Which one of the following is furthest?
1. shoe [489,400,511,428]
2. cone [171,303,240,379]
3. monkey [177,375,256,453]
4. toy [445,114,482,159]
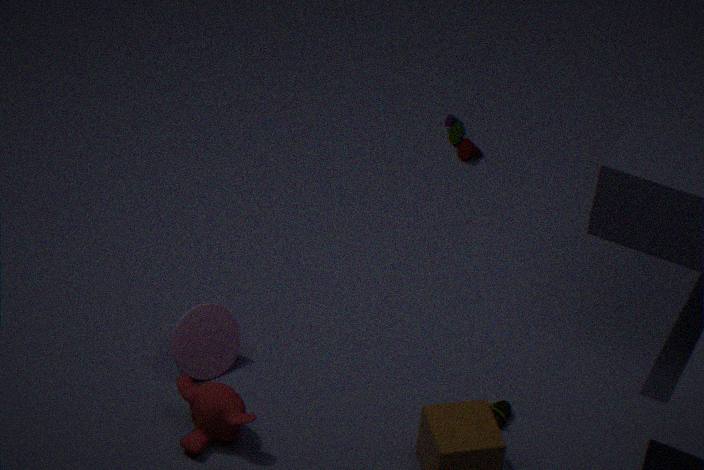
toy [445,114,482,159]
